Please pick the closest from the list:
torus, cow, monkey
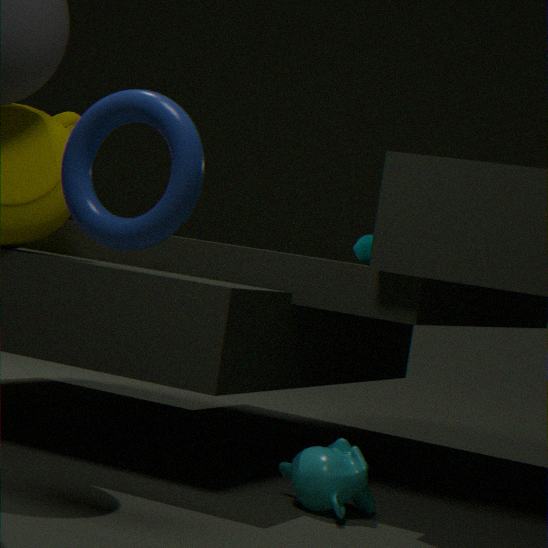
torus
